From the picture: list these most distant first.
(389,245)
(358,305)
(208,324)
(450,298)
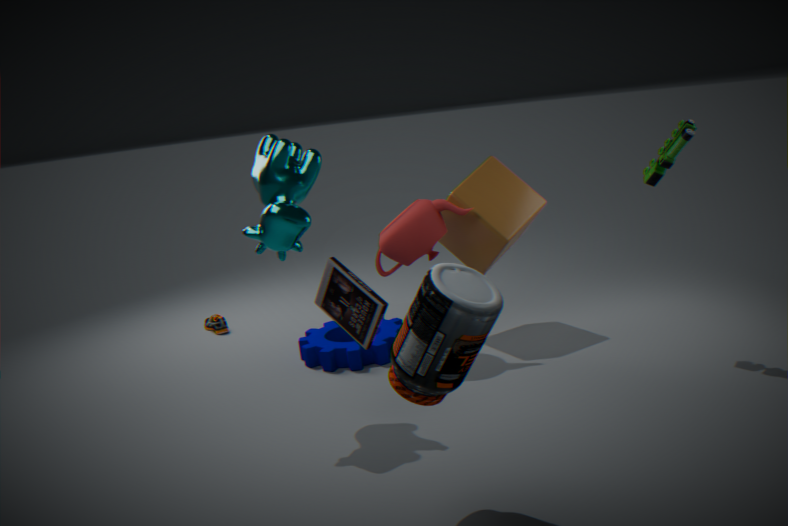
(208,324) → (389,245) → (358,305) → (450,298)
